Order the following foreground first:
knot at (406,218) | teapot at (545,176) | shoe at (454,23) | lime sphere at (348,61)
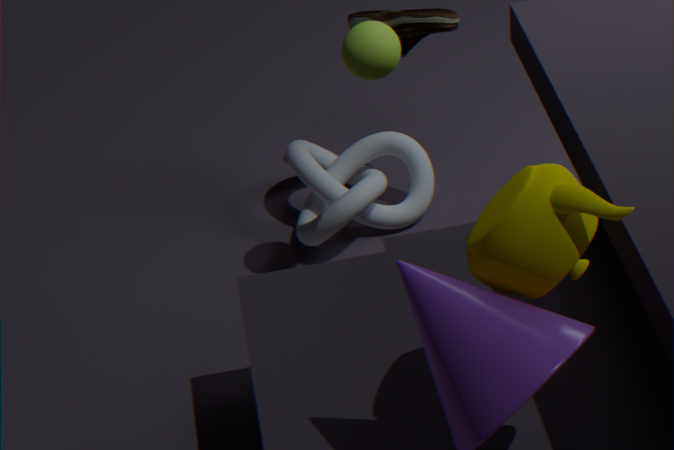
teapot at (545,176) < lime sphere at (348,61) < shoe at (454,23) < knot at (406,218)
